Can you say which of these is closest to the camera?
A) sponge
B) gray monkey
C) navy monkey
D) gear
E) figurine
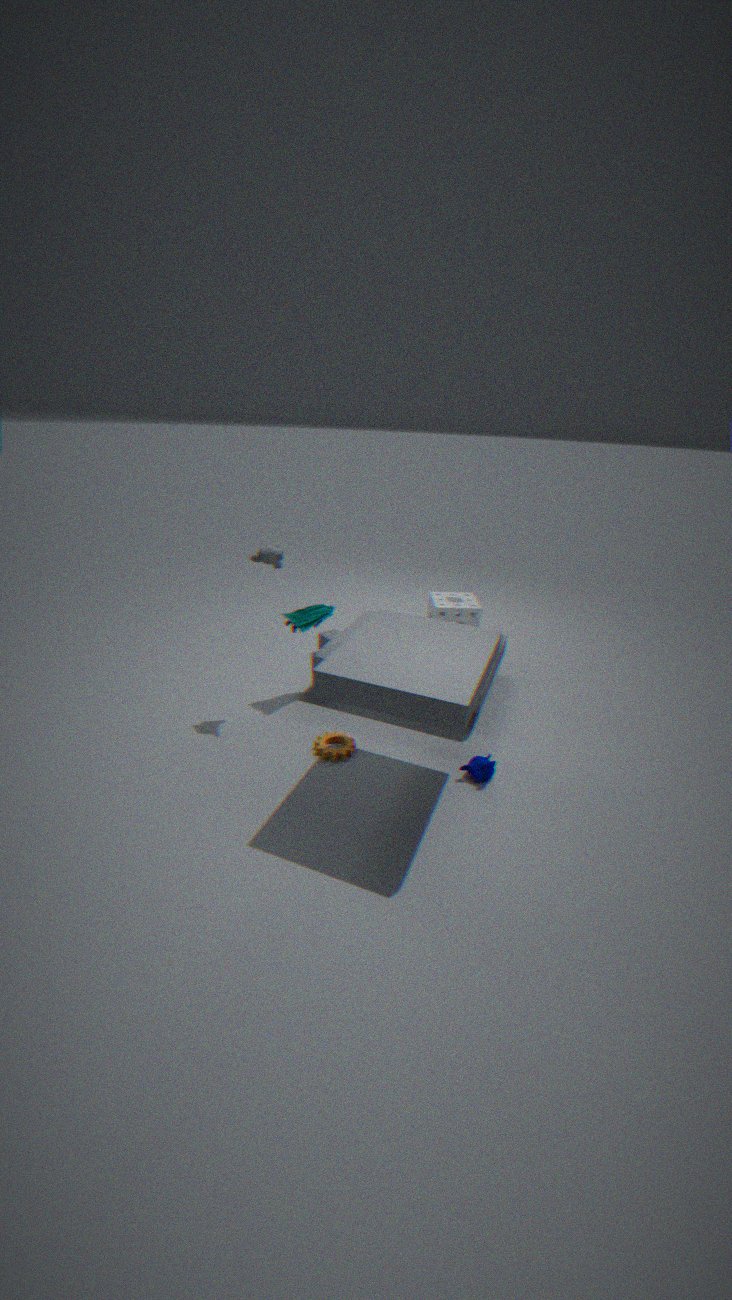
navy monkey
